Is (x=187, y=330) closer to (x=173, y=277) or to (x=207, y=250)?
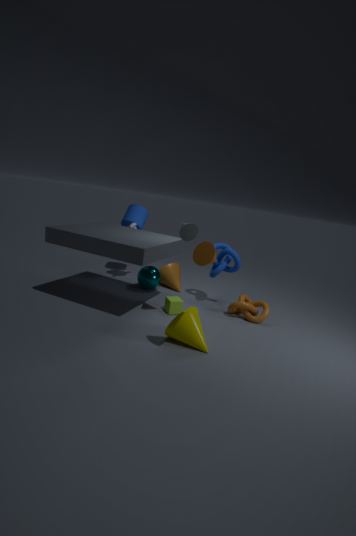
(x=207, y=250)
